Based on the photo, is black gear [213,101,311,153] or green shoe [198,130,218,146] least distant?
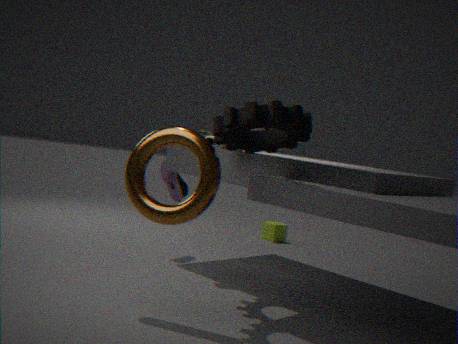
black gear [213,101,311,153]
